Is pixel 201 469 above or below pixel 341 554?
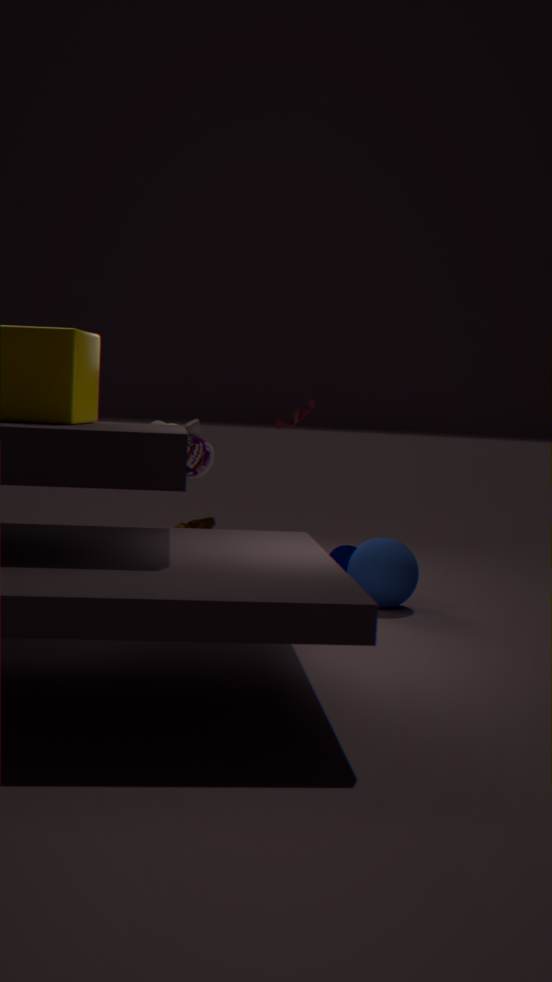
above
